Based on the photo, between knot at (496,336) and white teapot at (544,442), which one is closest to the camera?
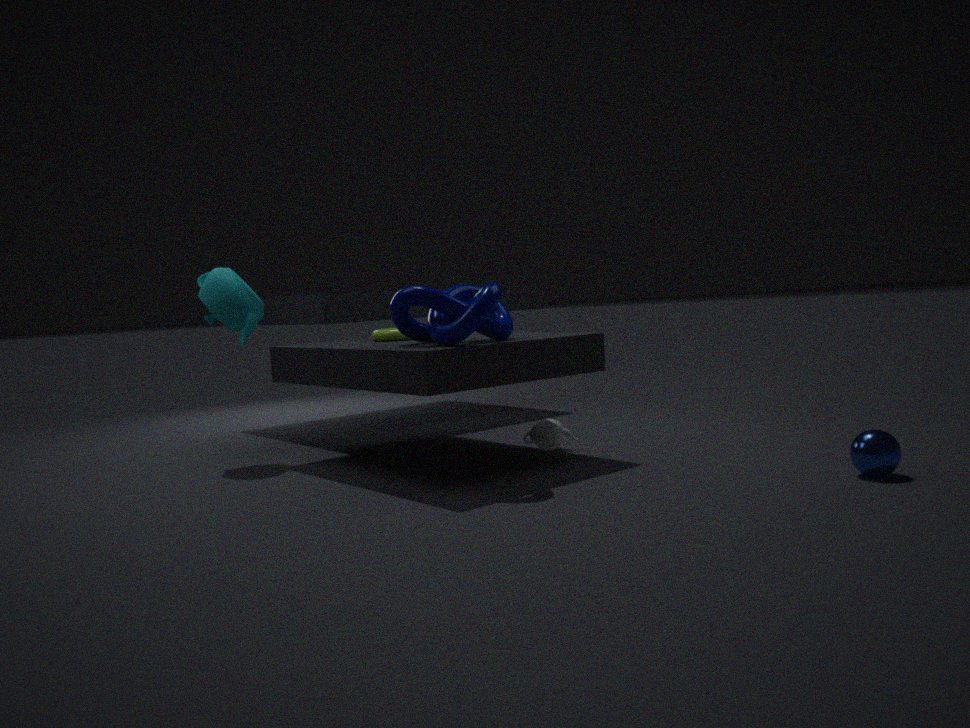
knot at (496,336)
